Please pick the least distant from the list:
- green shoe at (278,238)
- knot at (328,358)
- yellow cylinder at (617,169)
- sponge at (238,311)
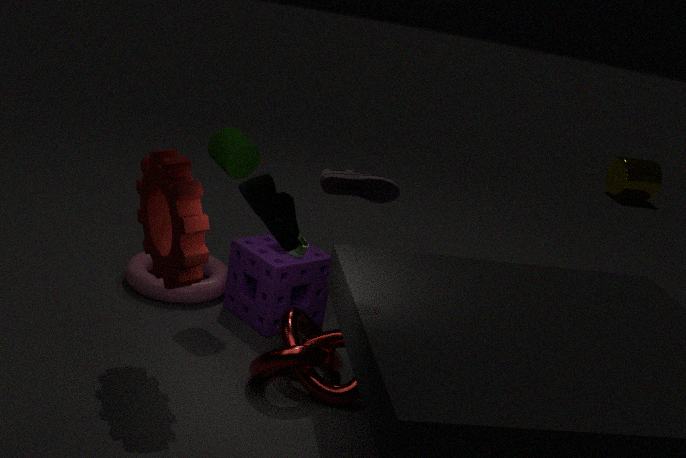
green shoe at (278,238)
